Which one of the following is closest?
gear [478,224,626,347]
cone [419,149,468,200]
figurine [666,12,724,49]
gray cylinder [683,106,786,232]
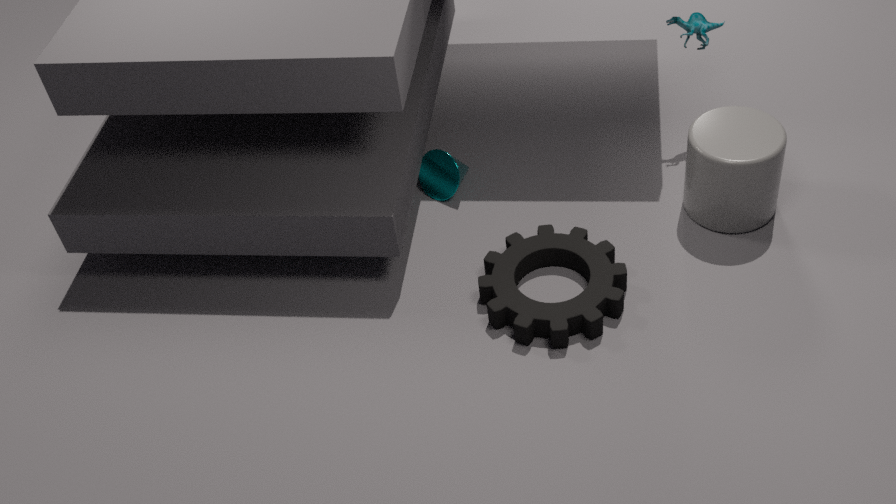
gear [478,224,626,347]
